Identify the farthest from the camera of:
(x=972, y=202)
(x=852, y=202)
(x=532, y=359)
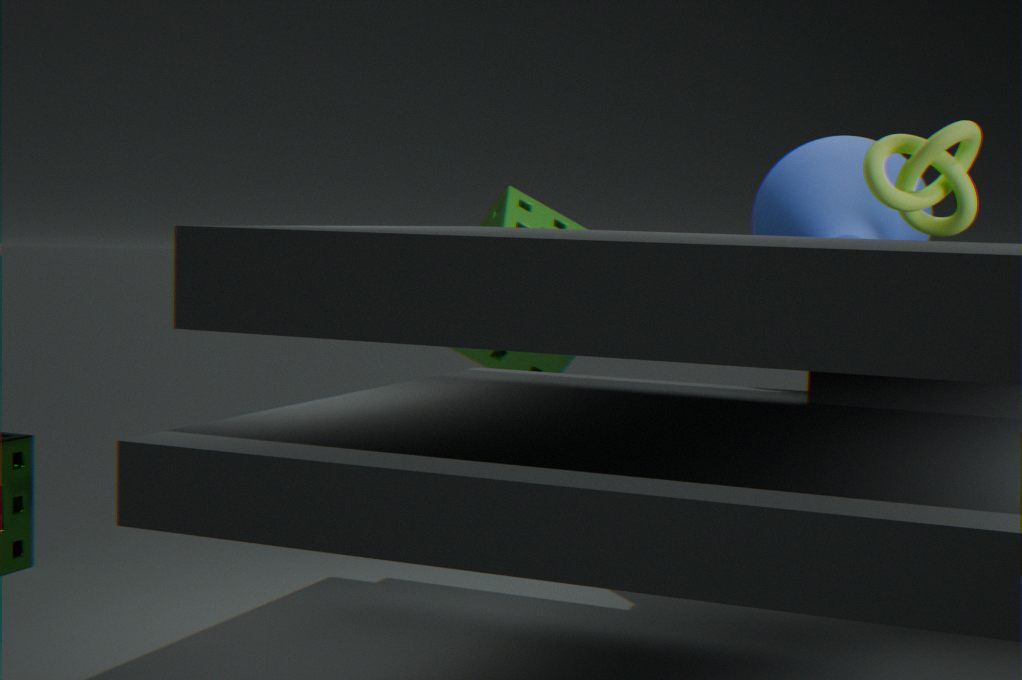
(x=532, y=359)
